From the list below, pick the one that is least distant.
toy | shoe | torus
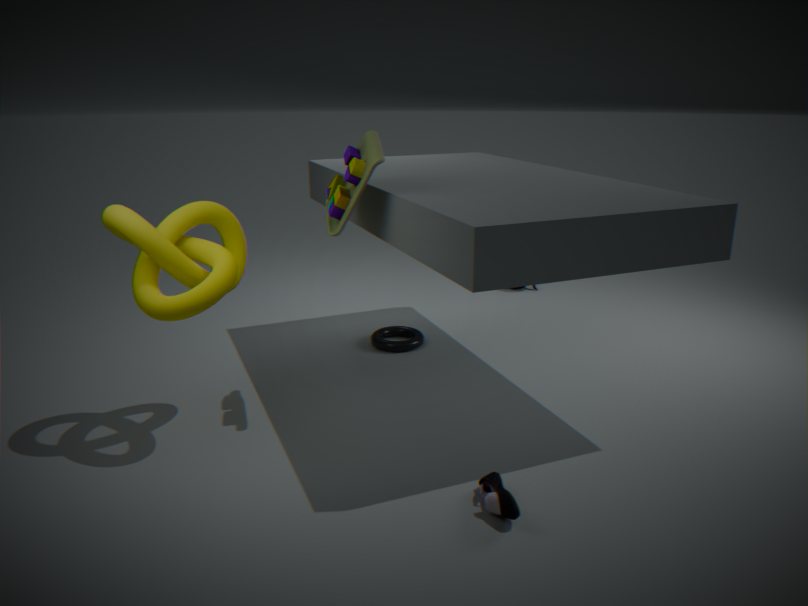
shoe
